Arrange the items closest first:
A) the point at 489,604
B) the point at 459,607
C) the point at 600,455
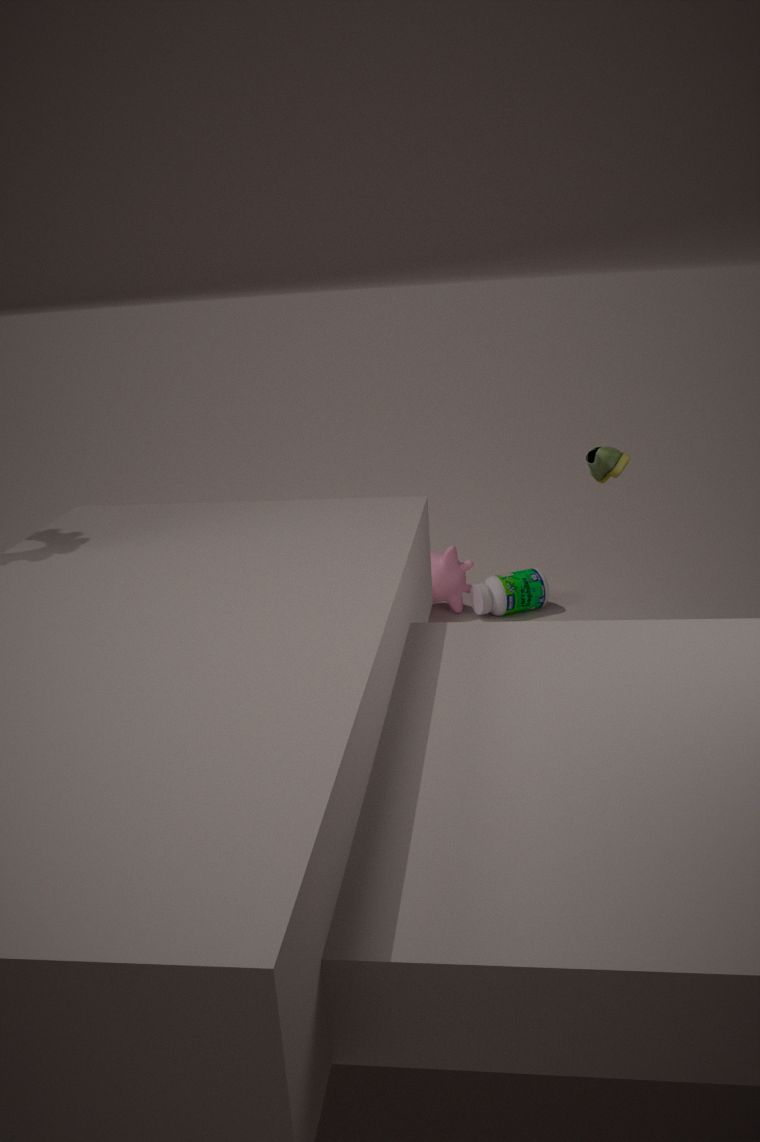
the point at 600,455, the point at 489,604, the point at 459,607
